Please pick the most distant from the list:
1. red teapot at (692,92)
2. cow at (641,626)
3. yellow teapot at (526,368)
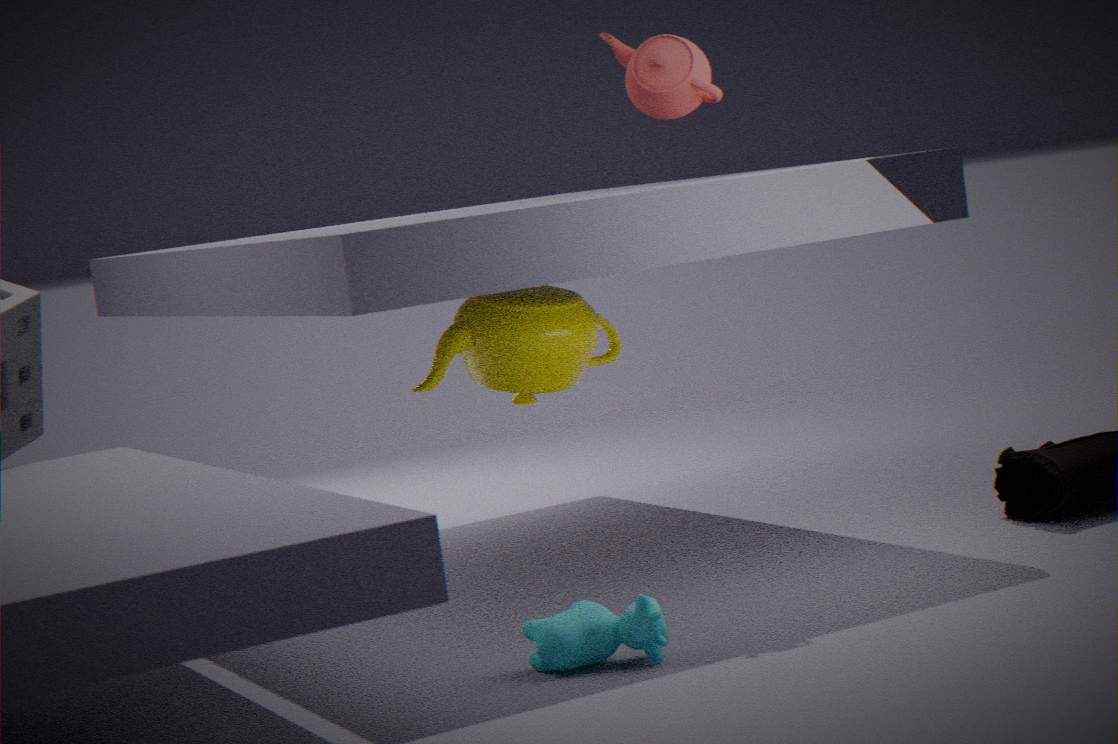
yellow teapot at (526,368)
